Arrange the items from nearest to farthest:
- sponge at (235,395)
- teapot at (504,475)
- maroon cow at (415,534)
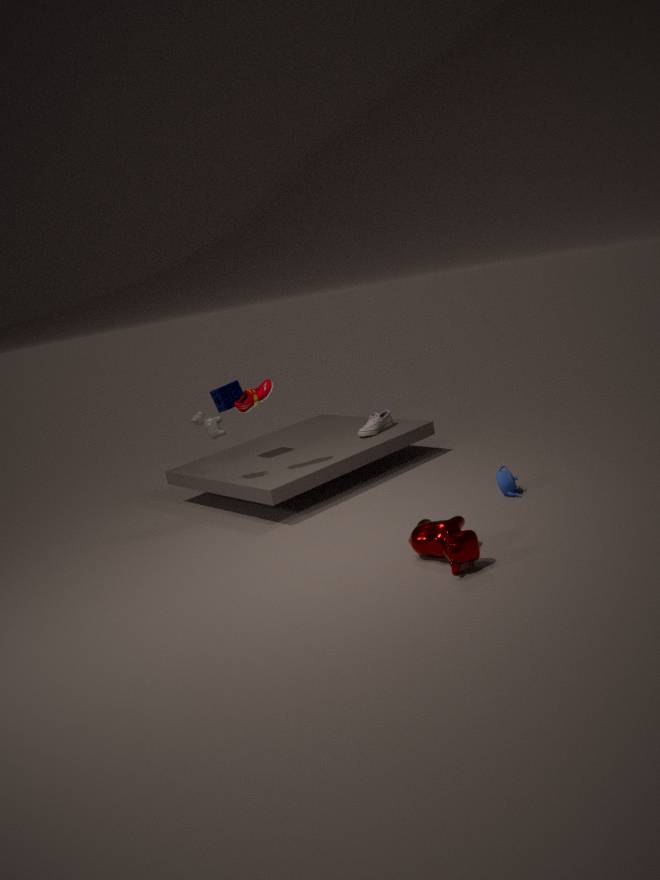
1. maroon cow at (415,534)
2. teapot at (504,475)
3. sponge at (235,395)
